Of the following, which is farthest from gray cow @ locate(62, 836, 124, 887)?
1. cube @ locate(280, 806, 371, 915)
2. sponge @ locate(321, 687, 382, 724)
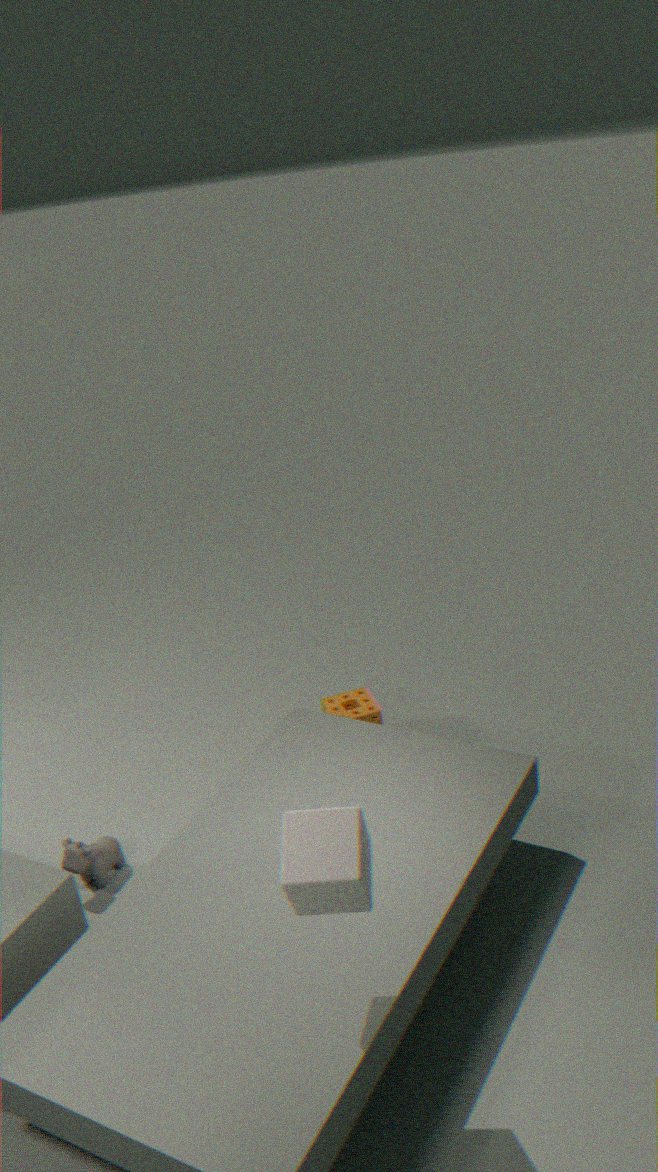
cube @ locate(280, 806, 371, 915)
